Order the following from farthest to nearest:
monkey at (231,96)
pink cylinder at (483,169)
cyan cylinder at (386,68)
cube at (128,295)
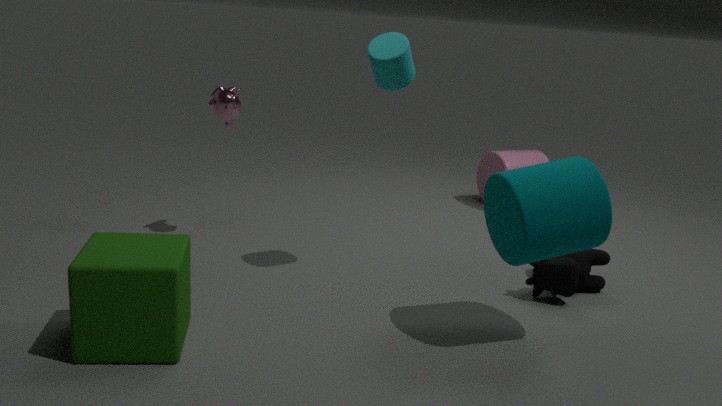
pink cylinder at (483,169) < monkey at (231,96) < cyan cylinder at (386,68) < cube at (128,295)
